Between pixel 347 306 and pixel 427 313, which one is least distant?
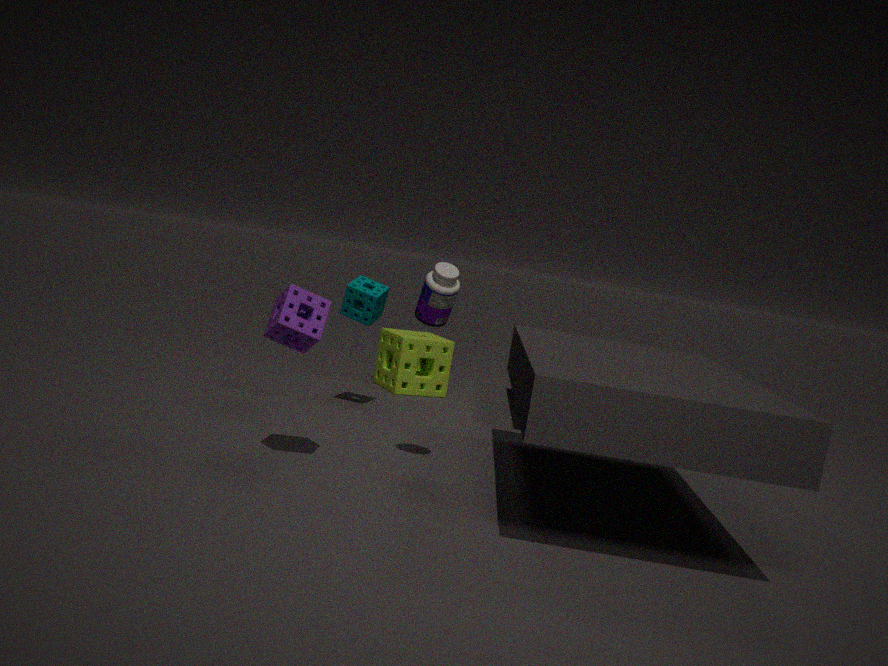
pixel 427 313
